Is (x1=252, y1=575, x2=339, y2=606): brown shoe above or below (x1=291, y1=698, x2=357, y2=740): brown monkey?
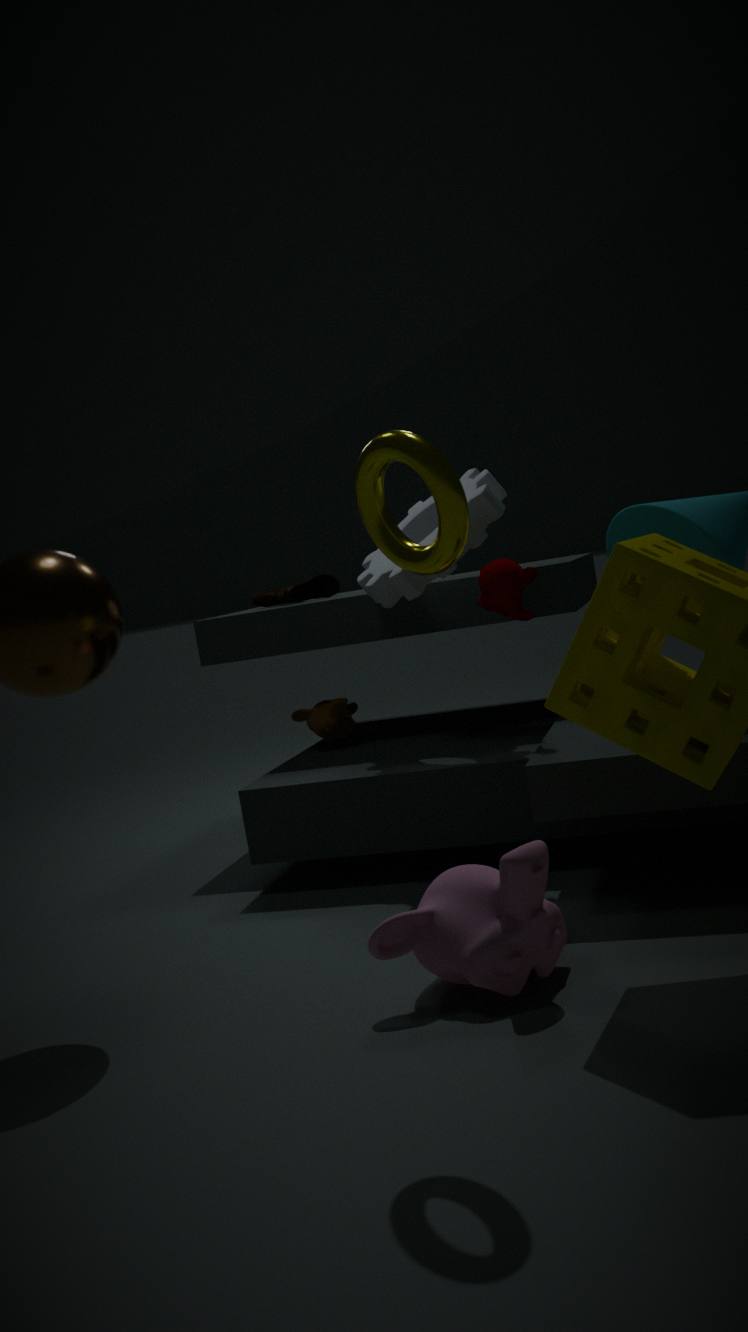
above
